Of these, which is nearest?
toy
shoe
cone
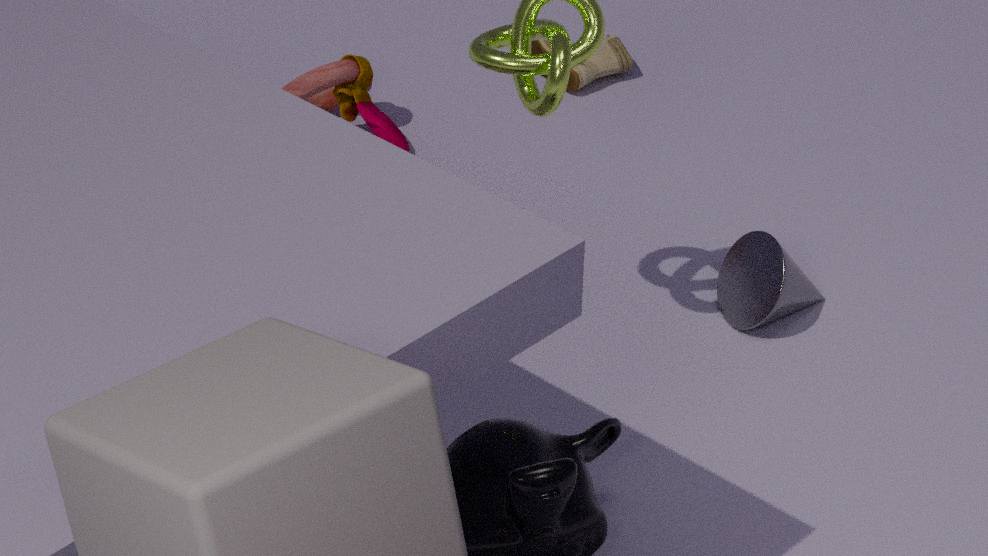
cone
